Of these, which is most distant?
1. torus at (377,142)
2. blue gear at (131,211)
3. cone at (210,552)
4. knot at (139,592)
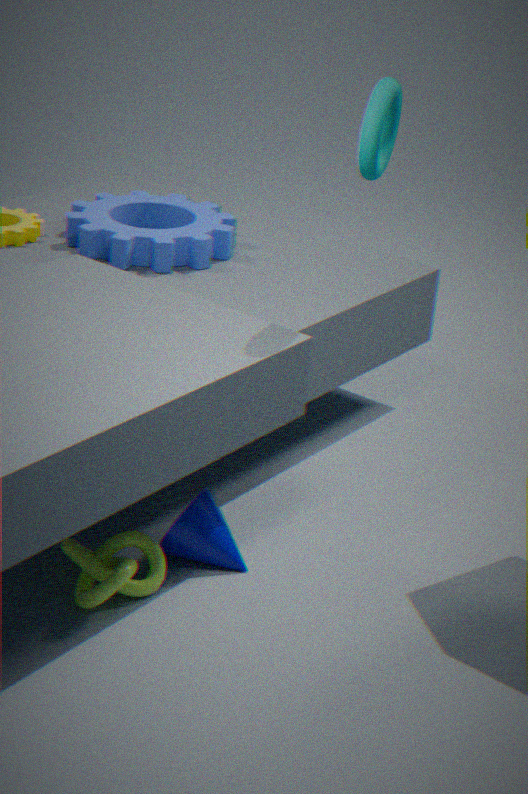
blue gear at (131,211)
